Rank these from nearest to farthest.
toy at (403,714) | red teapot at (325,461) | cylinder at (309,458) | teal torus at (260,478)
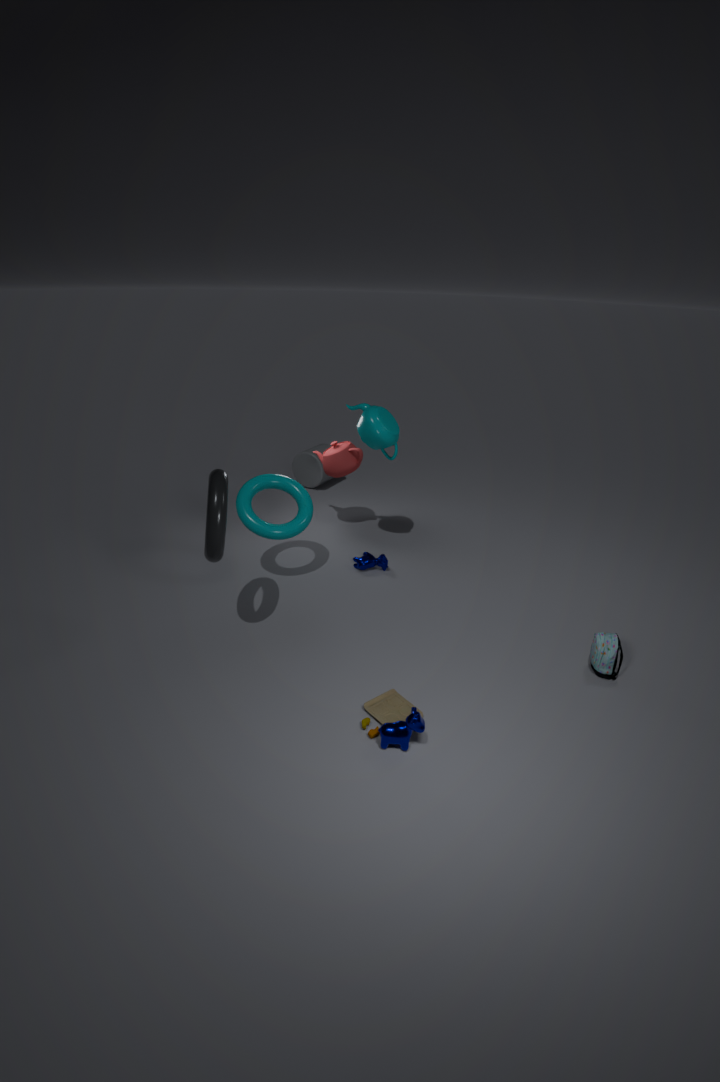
toy at (403,714), teal torus at (260,478), red teapot at (325,461), cylinder at (309,458)
